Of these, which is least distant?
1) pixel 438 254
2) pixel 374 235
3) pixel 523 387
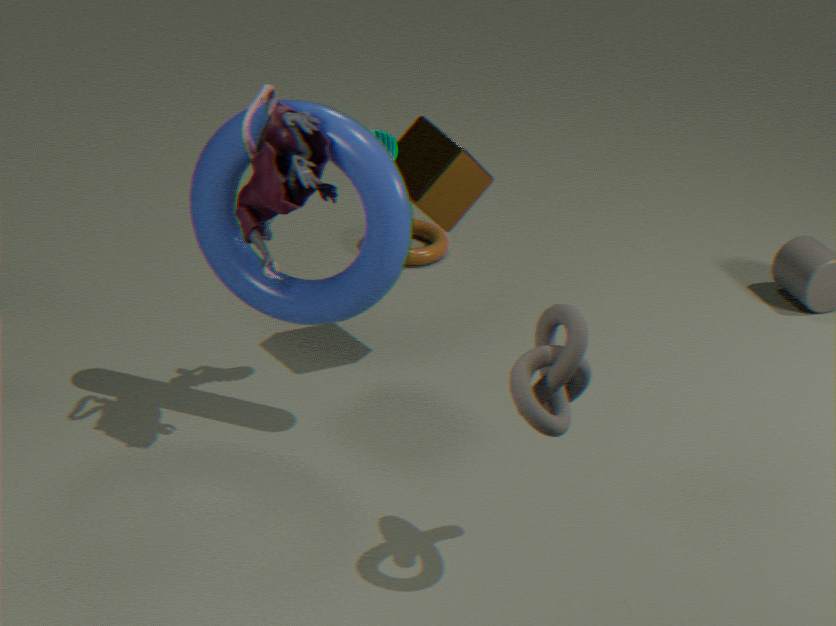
3. pixel 523 387
